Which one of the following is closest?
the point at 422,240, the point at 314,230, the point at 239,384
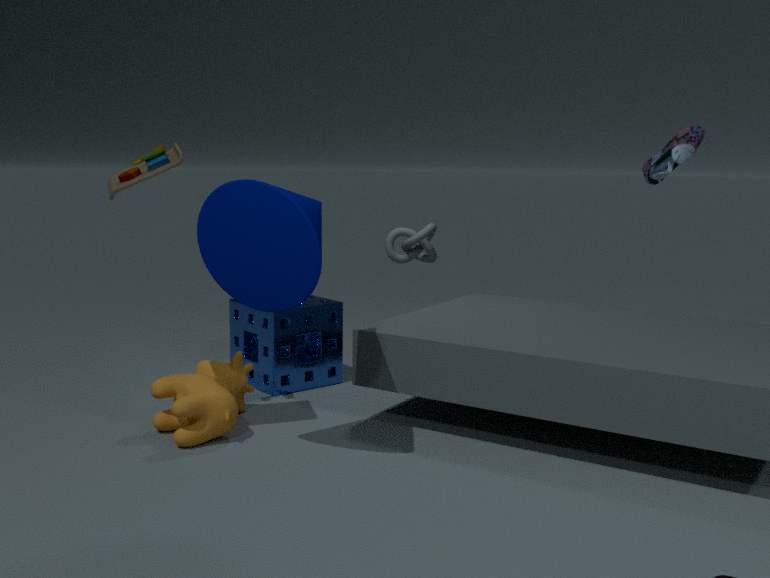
the point at 314,230
